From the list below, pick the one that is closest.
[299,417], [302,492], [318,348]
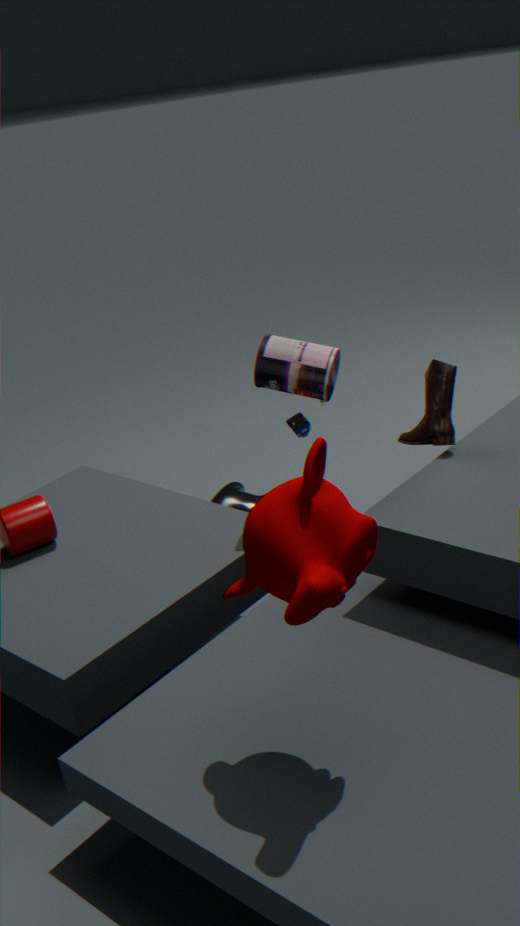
[302,492]
